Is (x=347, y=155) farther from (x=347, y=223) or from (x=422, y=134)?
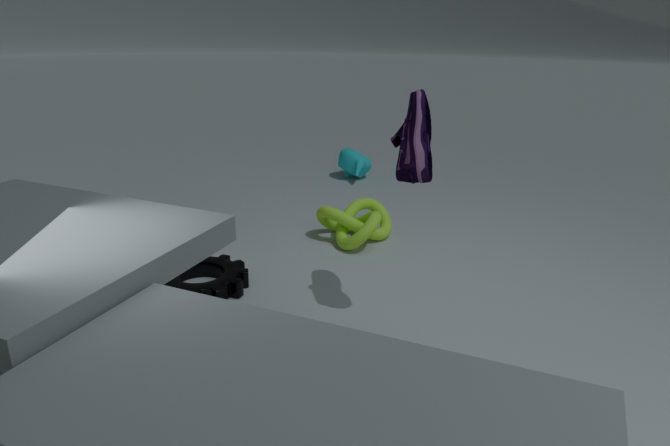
(x=422, y=134)
